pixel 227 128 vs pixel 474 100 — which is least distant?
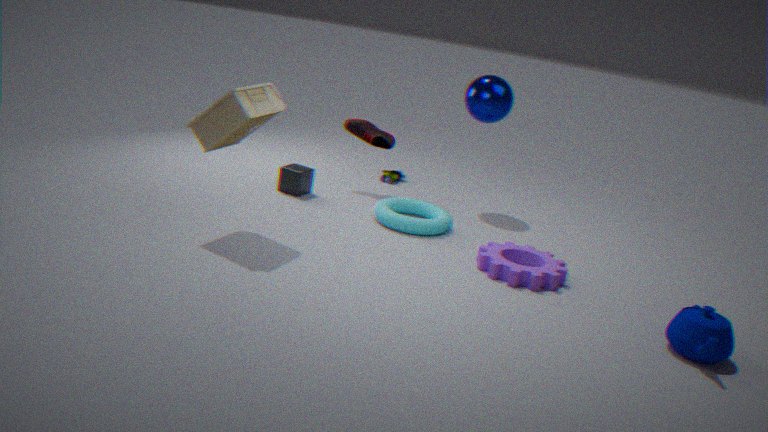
pixel 227 128
